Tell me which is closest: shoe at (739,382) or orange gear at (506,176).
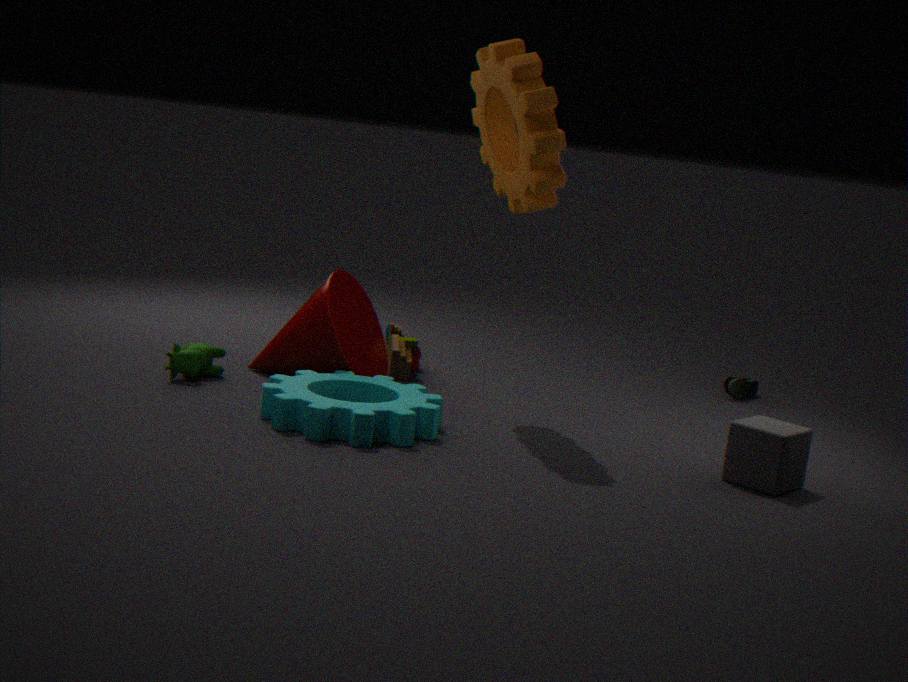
orange gear at (506,176)
